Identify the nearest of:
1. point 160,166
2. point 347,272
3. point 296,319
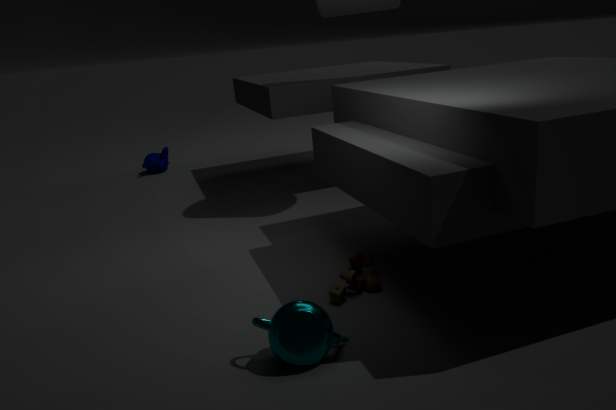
point 296,319
